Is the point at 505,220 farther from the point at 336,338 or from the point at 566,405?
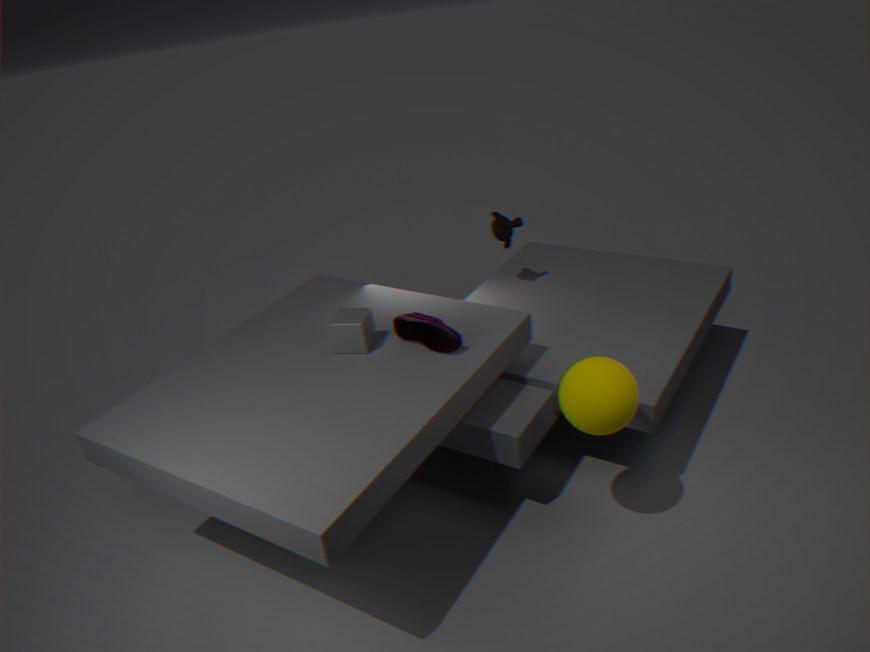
the point at 566,405
